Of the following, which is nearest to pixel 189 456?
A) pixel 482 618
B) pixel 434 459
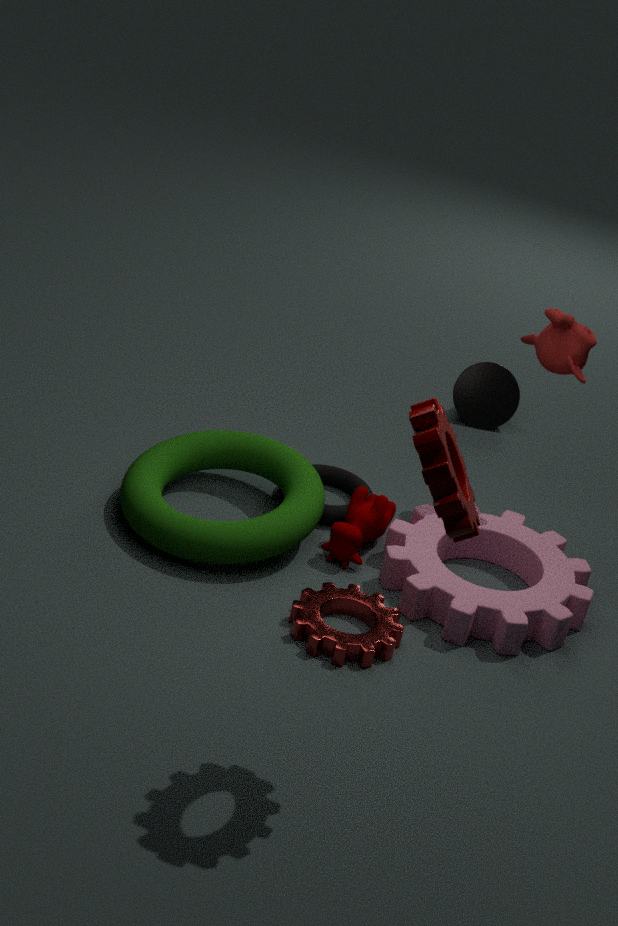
pixel 482 618
